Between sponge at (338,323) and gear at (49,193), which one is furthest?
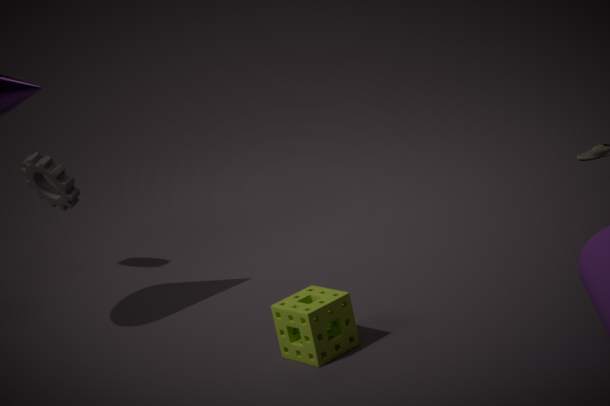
gear at (49,193)
